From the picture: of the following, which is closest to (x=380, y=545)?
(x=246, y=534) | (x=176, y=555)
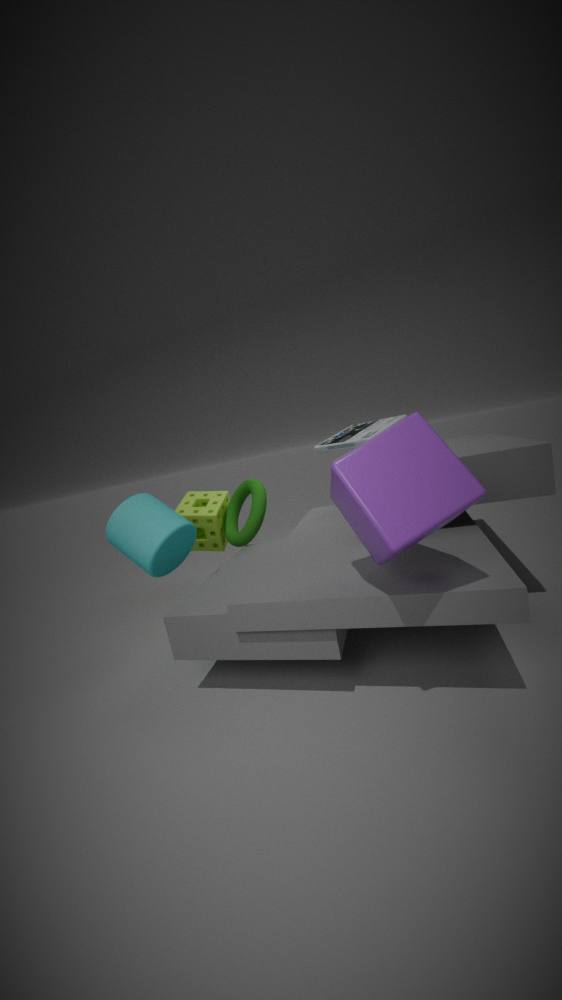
(x=176, y=555)
